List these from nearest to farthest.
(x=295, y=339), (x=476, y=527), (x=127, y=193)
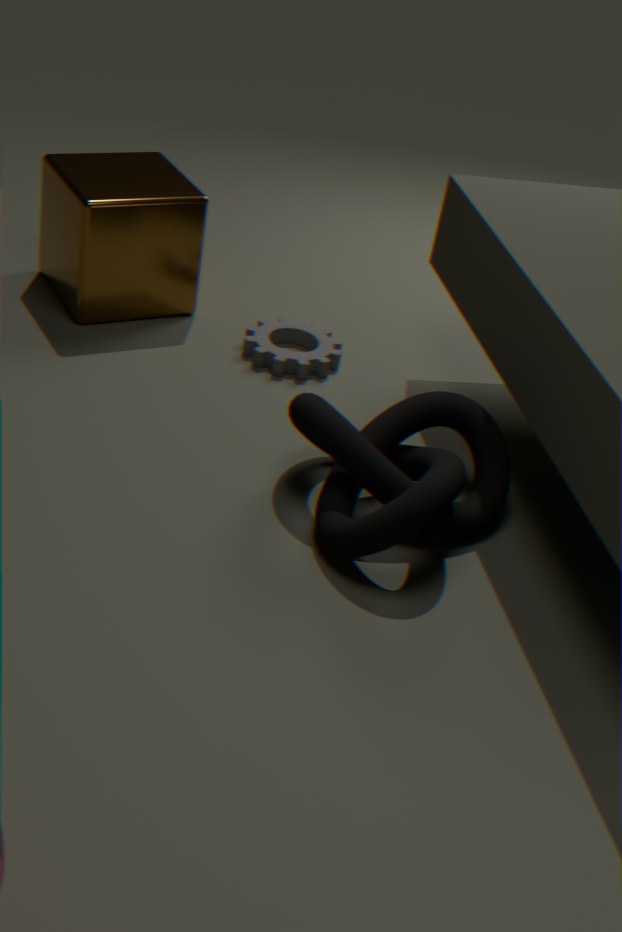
(x=476, y=527)
(x=127, y=193)
(x=295, y=339)
